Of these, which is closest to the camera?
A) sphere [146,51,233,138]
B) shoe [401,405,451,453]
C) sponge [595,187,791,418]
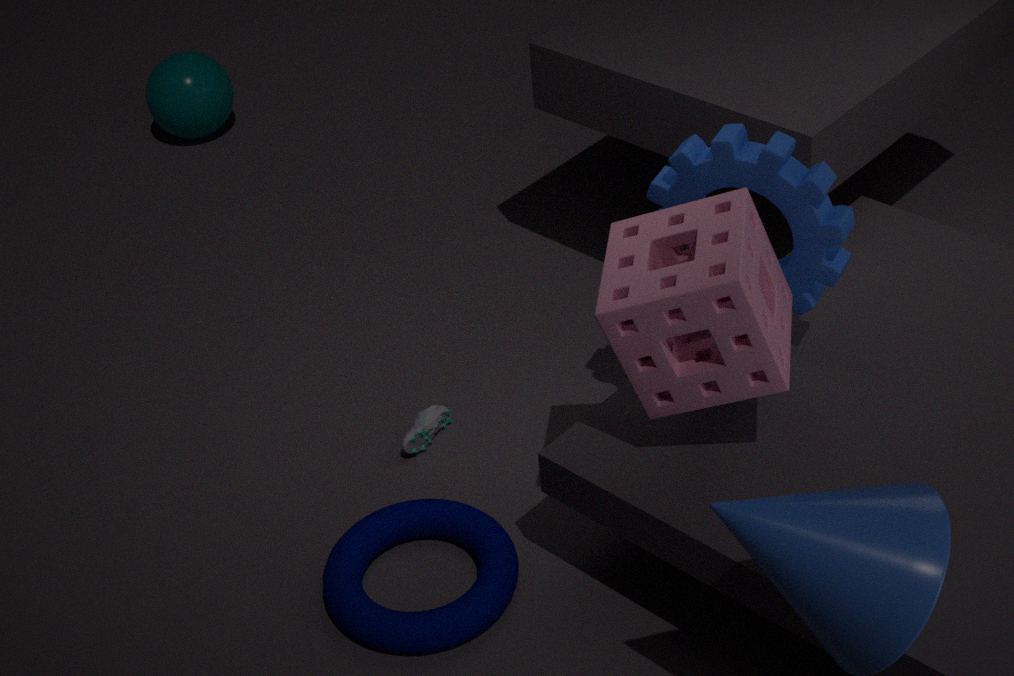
sponge [595,187,791,418]
